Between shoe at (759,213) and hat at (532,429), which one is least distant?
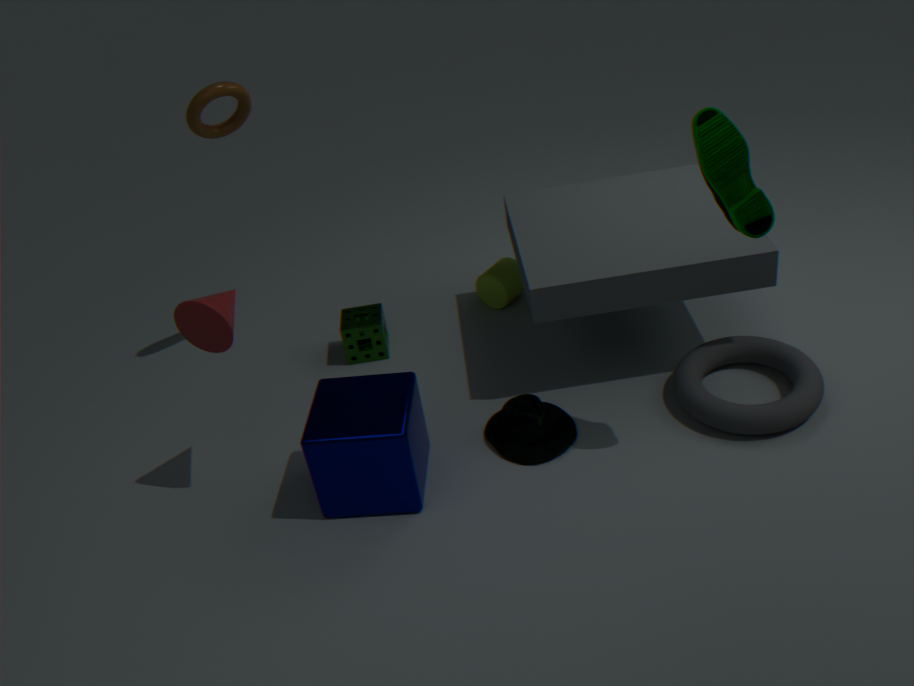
shoe at (759,213)
